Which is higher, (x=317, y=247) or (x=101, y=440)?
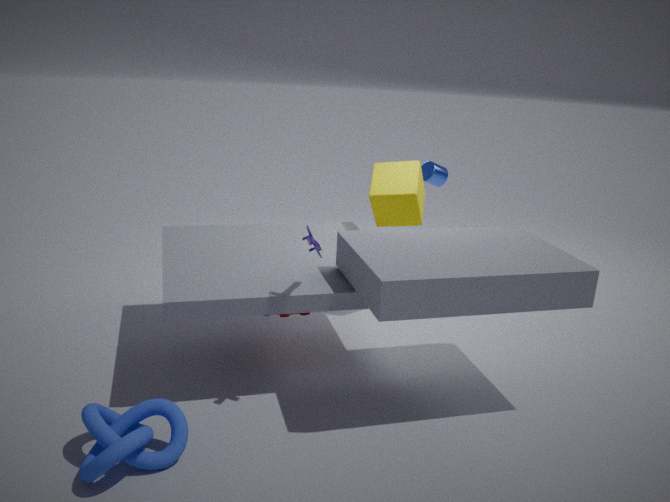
(x=317, y=247)
